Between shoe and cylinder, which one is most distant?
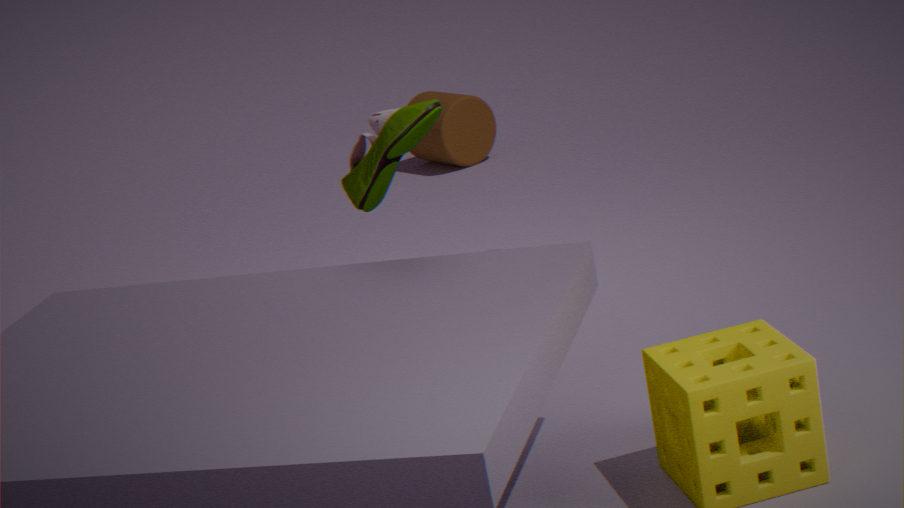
cylinder
